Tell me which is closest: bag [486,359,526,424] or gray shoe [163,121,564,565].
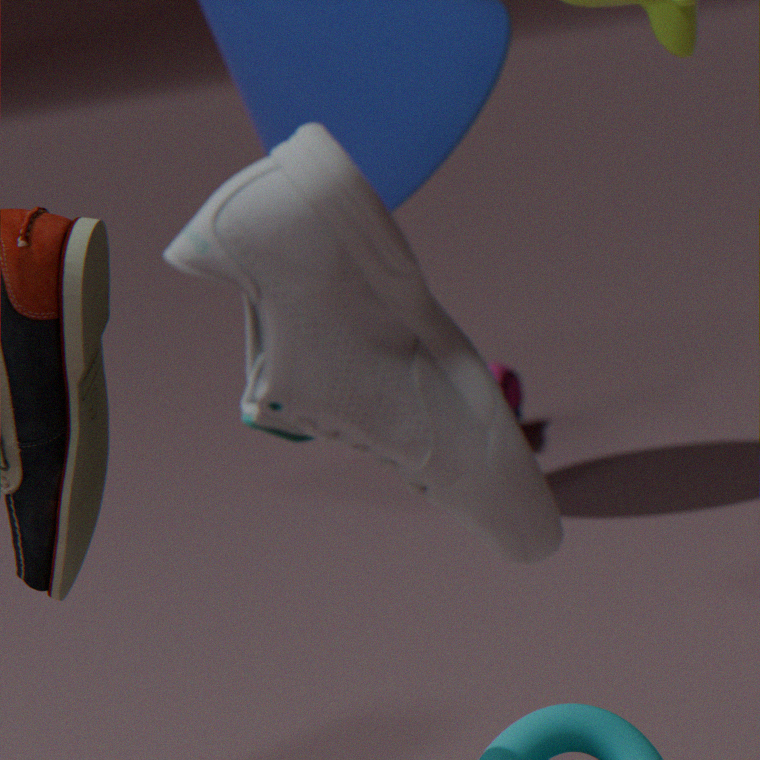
gray shoe [163,121,564,565]
